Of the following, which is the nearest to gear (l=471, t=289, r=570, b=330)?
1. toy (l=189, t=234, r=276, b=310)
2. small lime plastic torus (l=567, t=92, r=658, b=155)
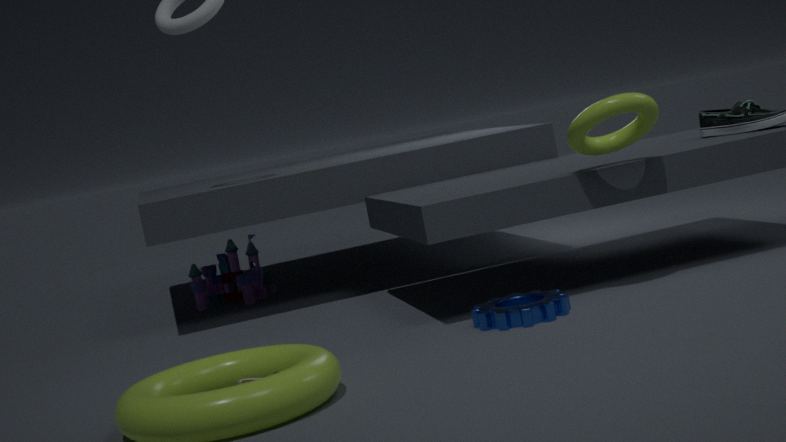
small lime plastic torus (l=567, t=92, r=658, b=155)
